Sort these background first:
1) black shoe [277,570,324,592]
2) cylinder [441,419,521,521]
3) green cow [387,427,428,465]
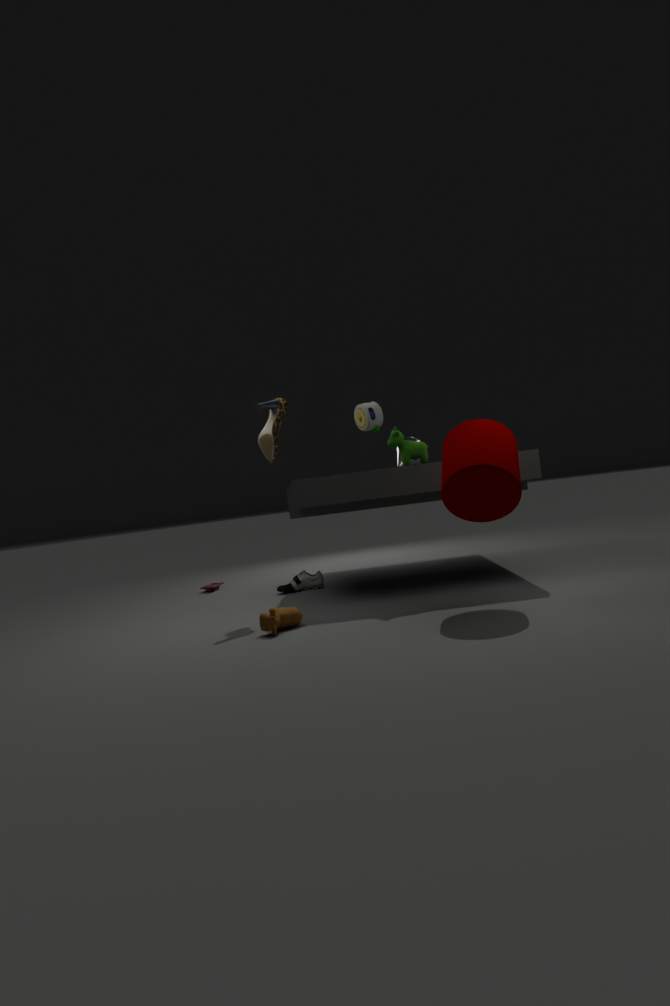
1. 1. black shoe [277,570,324,592]
2. 3. green cow [387,427,428,465]
3. 2. cylinder [441,419,521,521]
